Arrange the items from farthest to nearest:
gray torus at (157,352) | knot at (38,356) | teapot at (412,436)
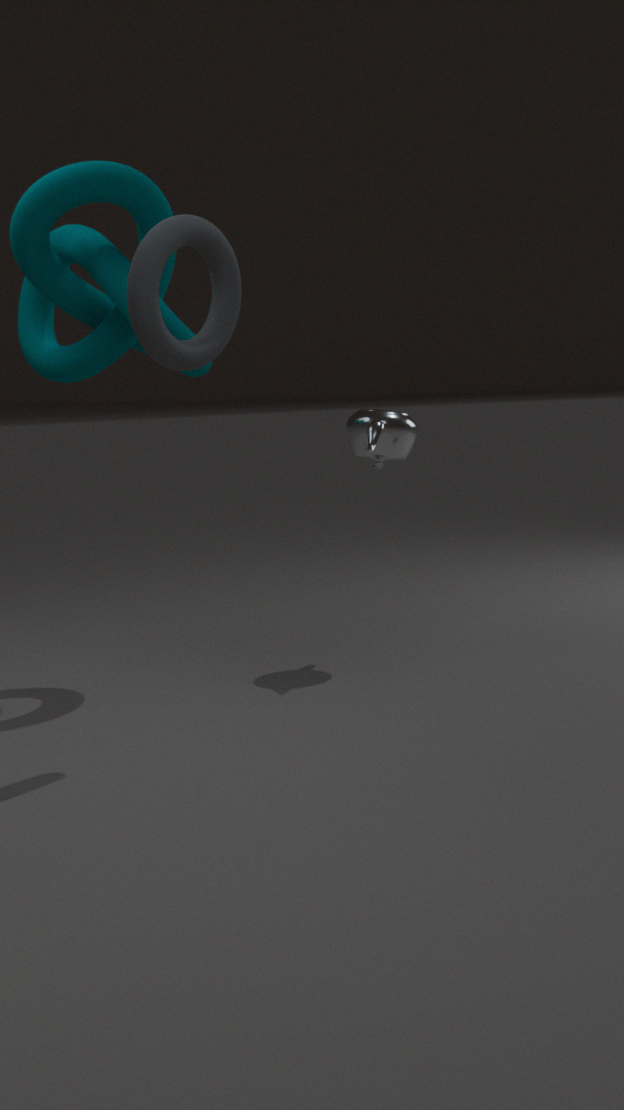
1. teapot at (412,436)
2. knot at (38,356)
3. gray torus at (157,352)
